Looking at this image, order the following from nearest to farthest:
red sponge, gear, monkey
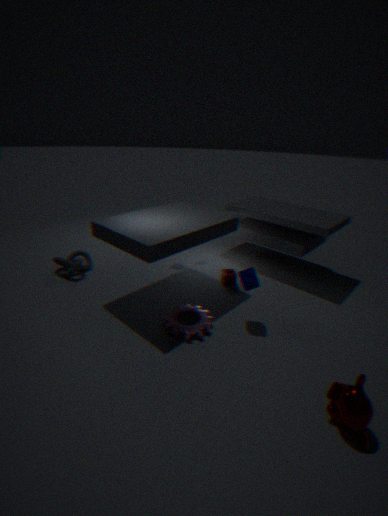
1. monkey
2. gear
3. red sponge
